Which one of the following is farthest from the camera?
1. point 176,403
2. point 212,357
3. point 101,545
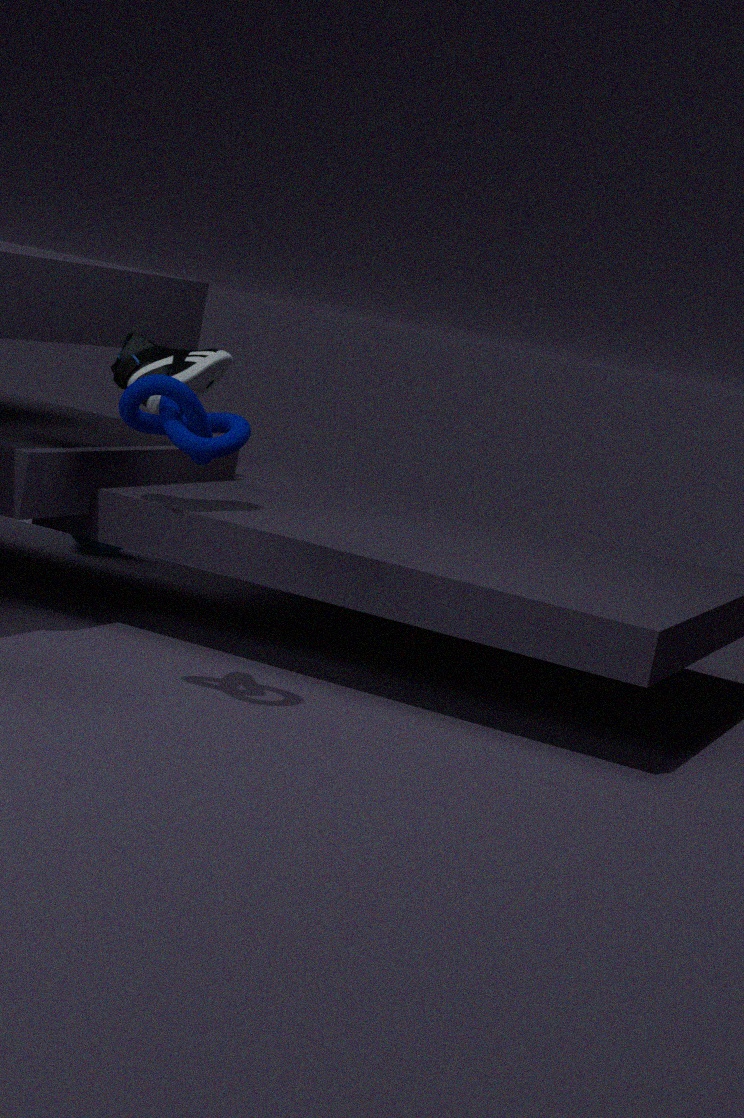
point 101,545
